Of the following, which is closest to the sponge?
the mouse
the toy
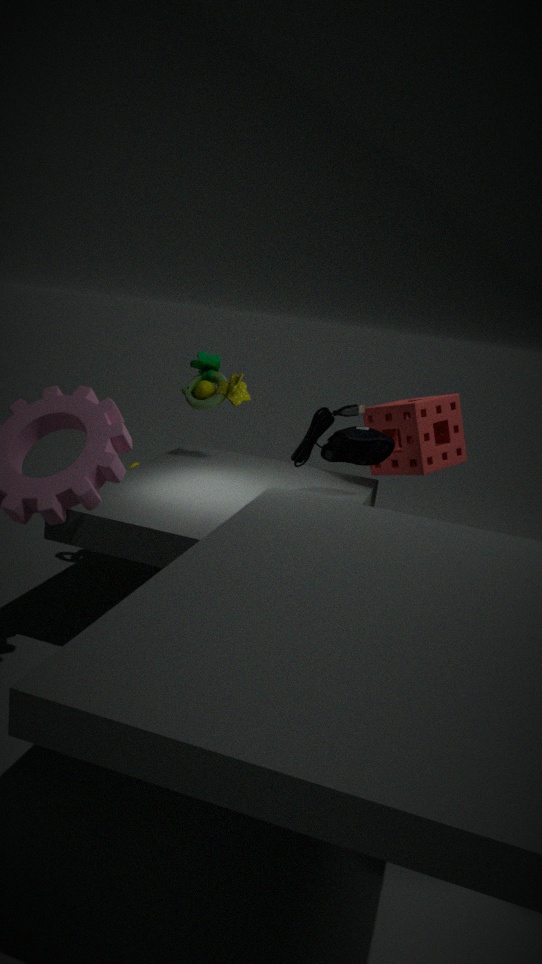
the mouse
